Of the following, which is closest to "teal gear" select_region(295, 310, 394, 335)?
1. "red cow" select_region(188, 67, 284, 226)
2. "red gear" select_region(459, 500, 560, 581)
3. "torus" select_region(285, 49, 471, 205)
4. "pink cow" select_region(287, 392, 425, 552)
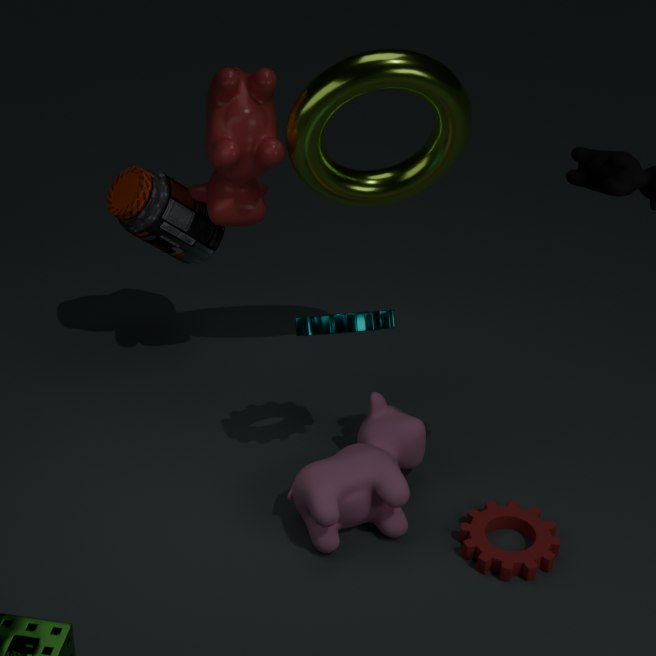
"pink cow" select_region(287, 392, 425, 552)
